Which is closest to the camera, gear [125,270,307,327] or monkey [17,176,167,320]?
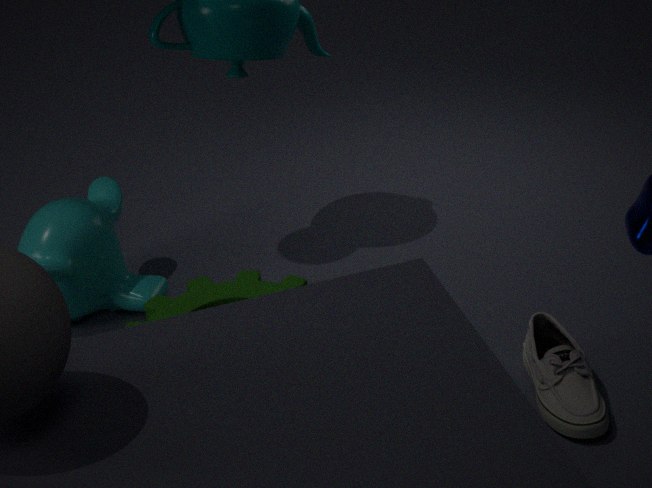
gear [125,270,307,327]
